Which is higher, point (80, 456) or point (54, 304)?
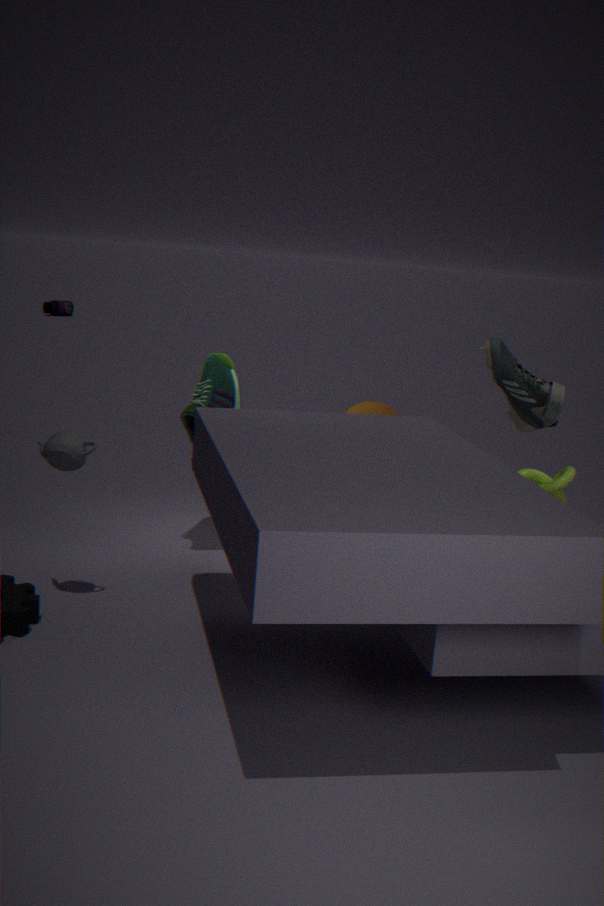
point (80, 456)
